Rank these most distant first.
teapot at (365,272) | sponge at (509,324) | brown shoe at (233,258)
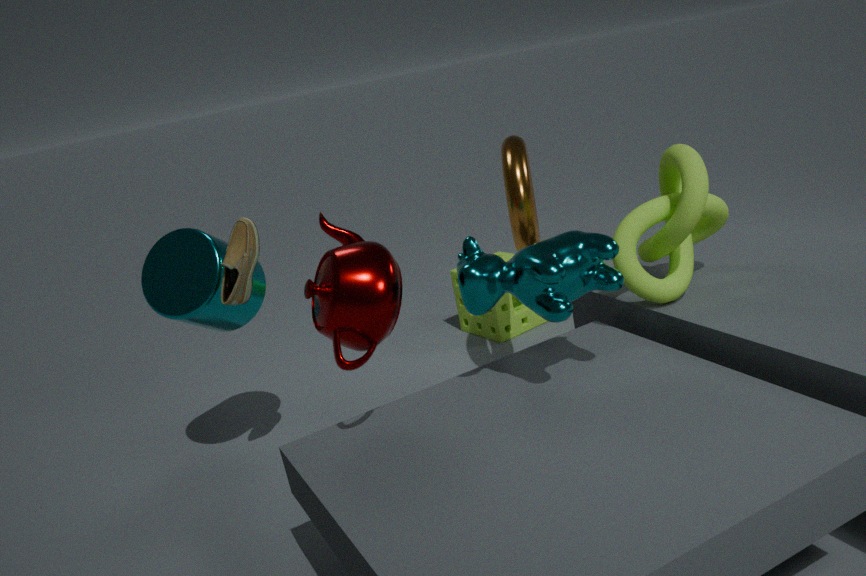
sponge at (509,324), brown shoe at (233,258), teapot at (365,272)
